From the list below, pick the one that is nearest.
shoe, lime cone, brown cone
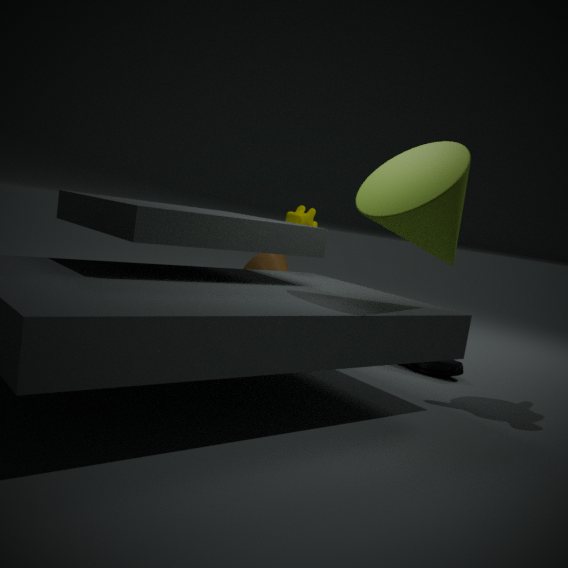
lime cone
